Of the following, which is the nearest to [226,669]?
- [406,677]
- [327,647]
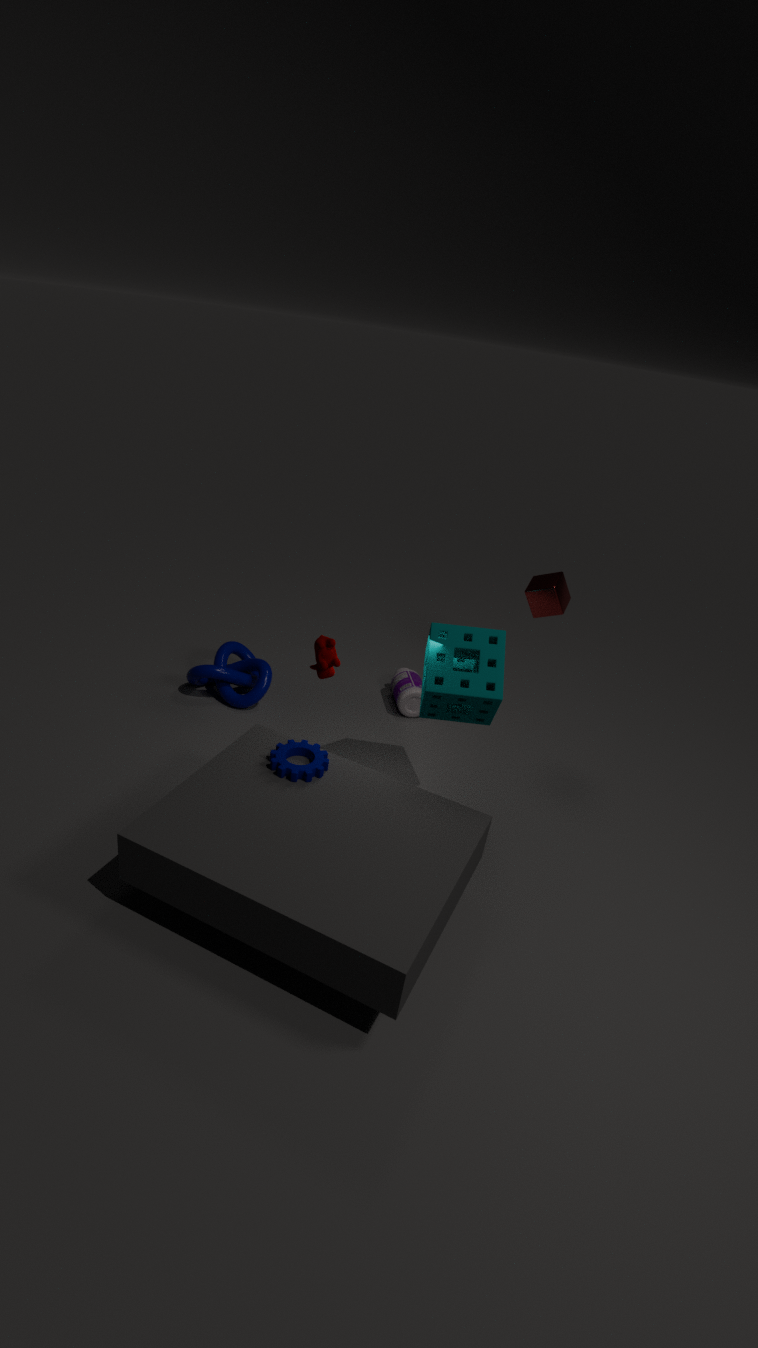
[406,677]
